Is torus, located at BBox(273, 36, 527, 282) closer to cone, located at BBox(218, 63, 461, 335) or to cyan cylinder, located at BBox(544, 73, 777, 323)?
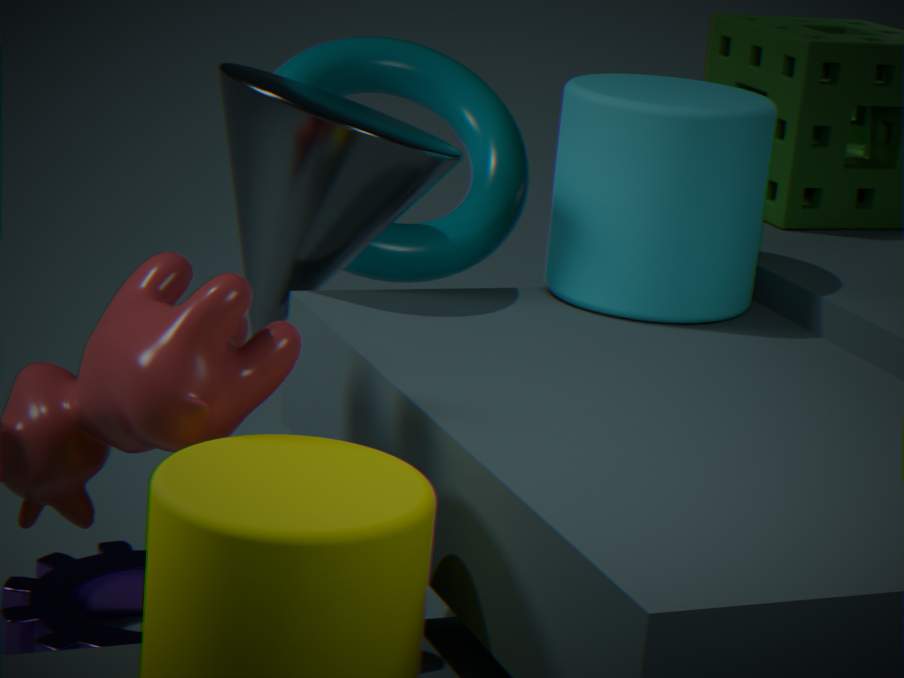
cone, located at BBox(218, 63, 461, 335)
